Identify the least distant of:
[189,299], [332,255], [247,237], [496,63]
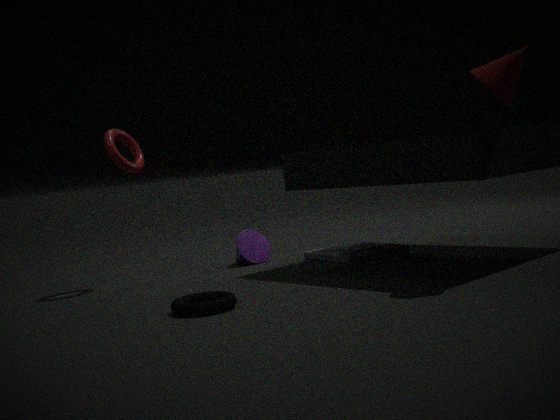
[496,63]
